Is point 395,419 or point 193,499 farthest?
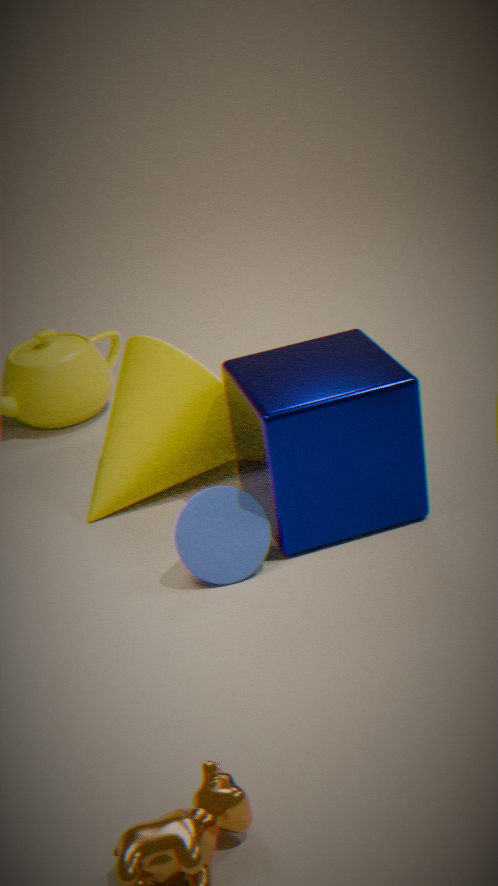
point 193,499
